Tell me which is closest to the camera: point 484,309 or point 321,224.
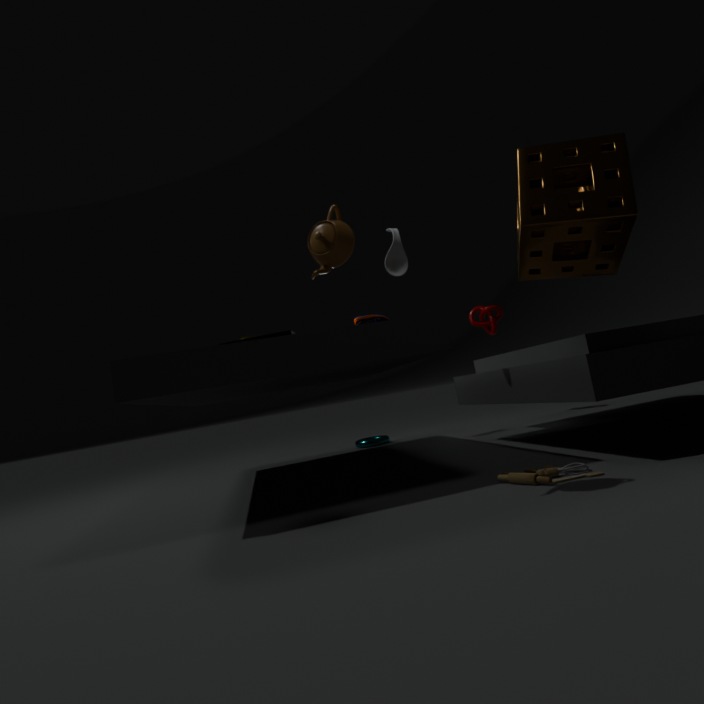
point 321,224
